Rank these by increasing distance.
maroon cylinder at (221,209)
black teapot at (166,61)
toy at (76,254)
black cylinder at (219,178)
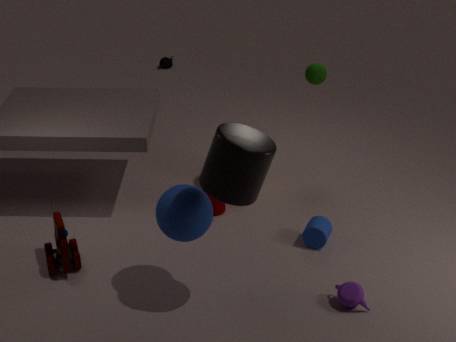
black cylinder at (219,178) → toy at (76,254) → maroon cylinder at (221,209) → black teapot at (166,61)
